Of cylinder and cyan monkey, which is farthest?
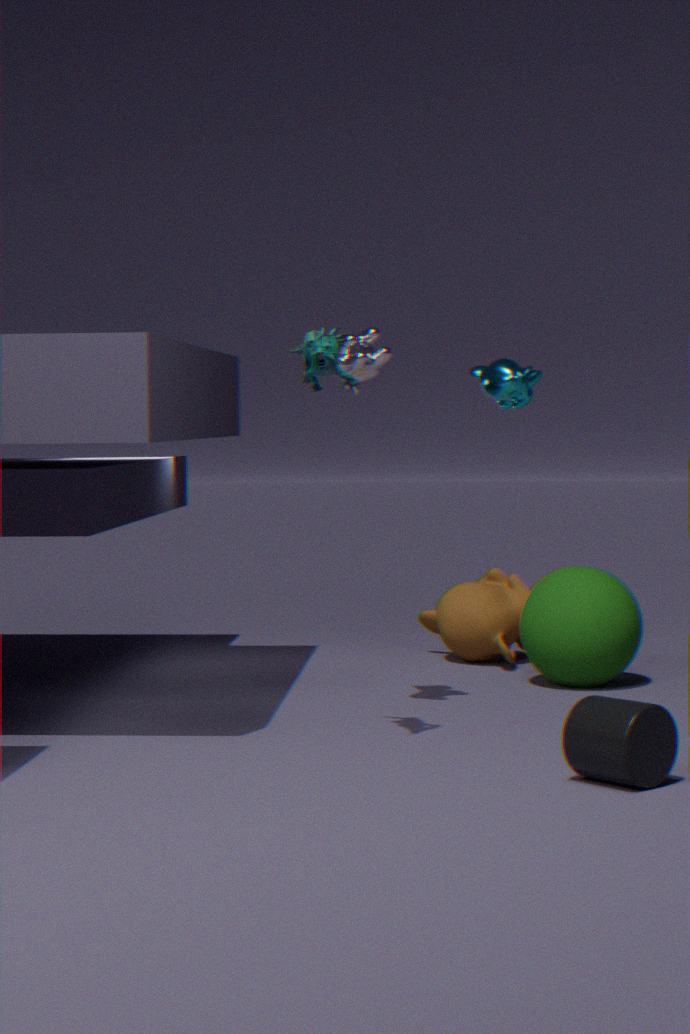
cyan monkey
